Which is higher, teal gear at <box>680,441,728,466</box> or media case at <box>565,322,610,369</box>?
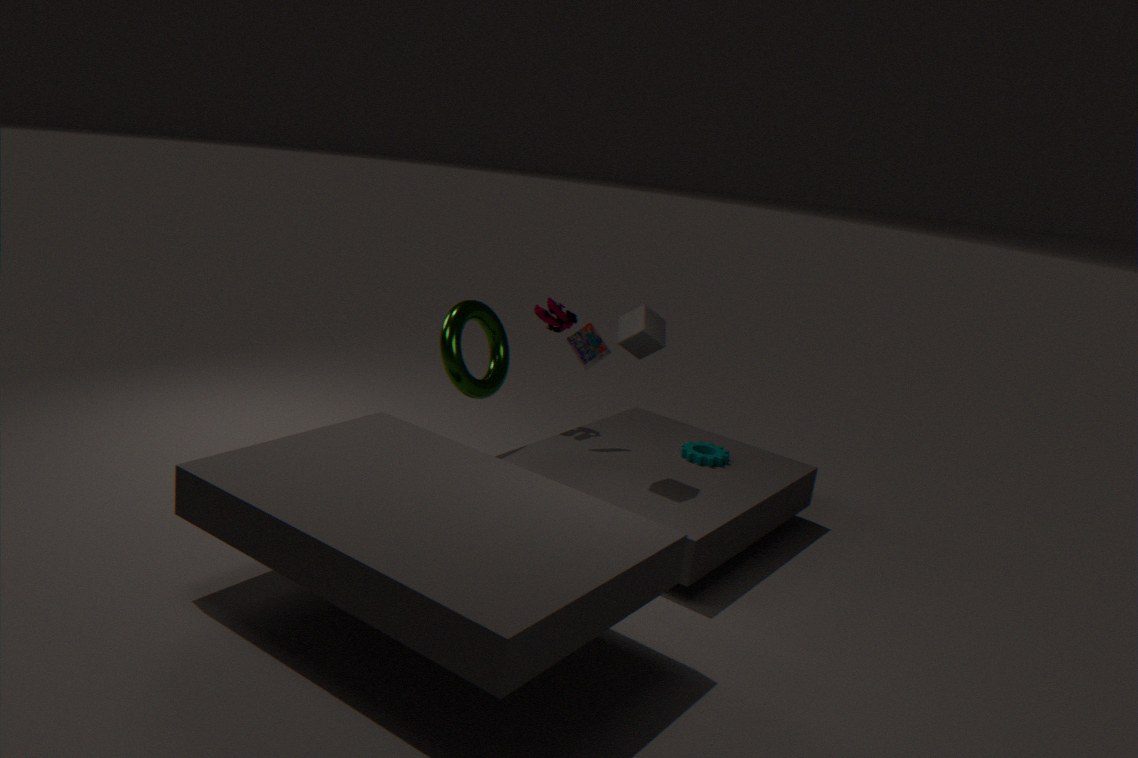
media case at <box>565,322,610,369</box>
